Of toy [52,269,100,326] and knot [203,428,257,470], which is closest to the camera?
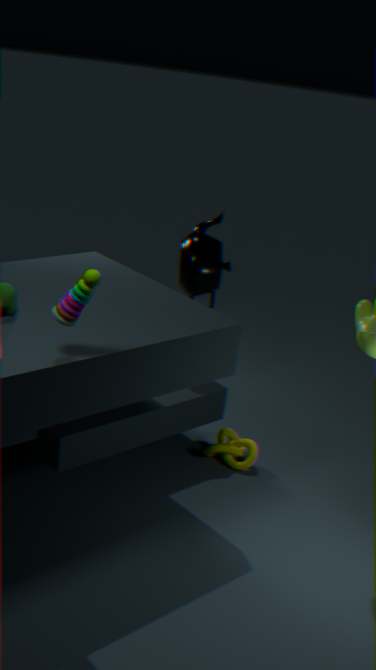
toy [52,269,100,326]
